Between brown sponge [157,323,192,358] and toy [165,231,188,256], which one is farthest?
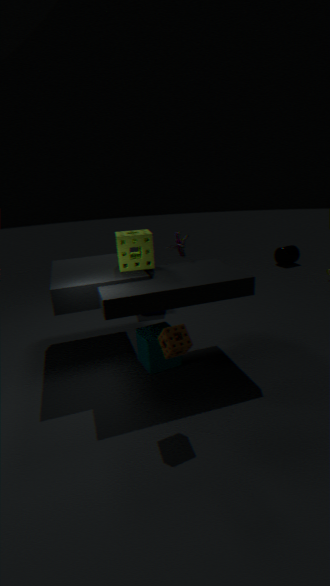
toy [165,231,188,256]
